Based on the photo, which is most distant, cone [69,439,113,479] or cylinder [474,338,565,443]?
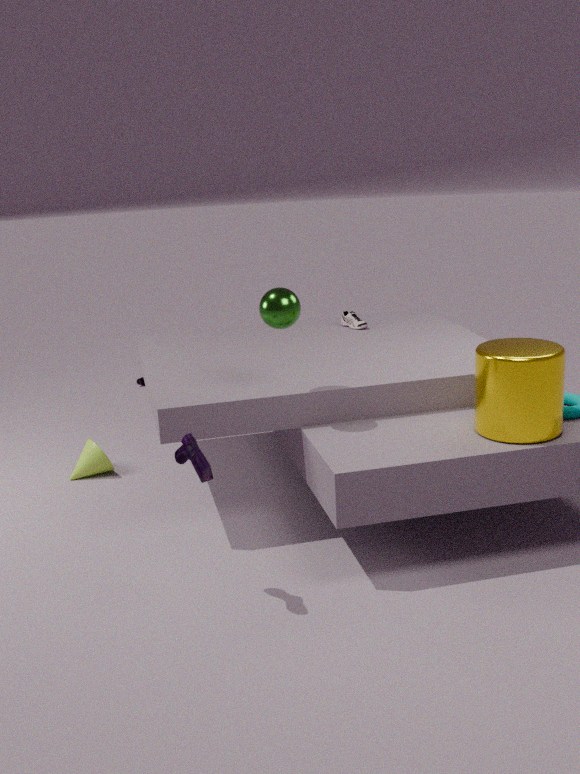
cone [69,439,113,479]
